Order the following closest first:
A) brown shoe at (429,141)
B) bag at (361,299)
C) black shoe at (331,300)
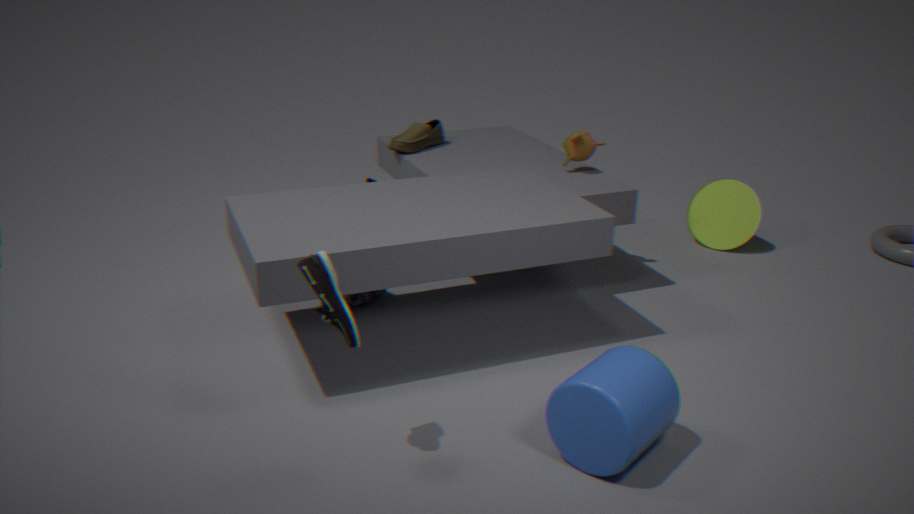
1. black shoe at (331,300)
2. bag at (361,299)
3. brown shoe at (429,141)
